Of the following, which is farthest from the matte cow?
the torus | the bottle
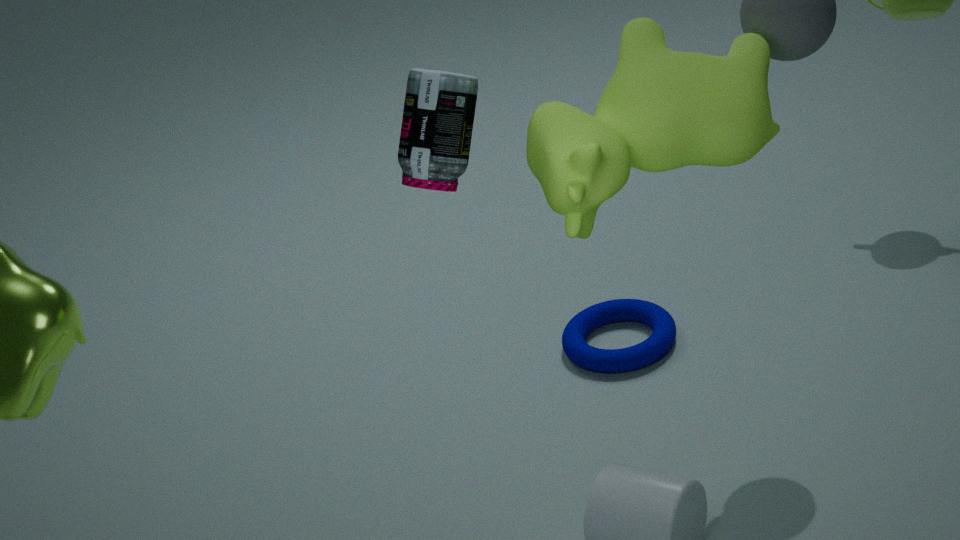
the torus
